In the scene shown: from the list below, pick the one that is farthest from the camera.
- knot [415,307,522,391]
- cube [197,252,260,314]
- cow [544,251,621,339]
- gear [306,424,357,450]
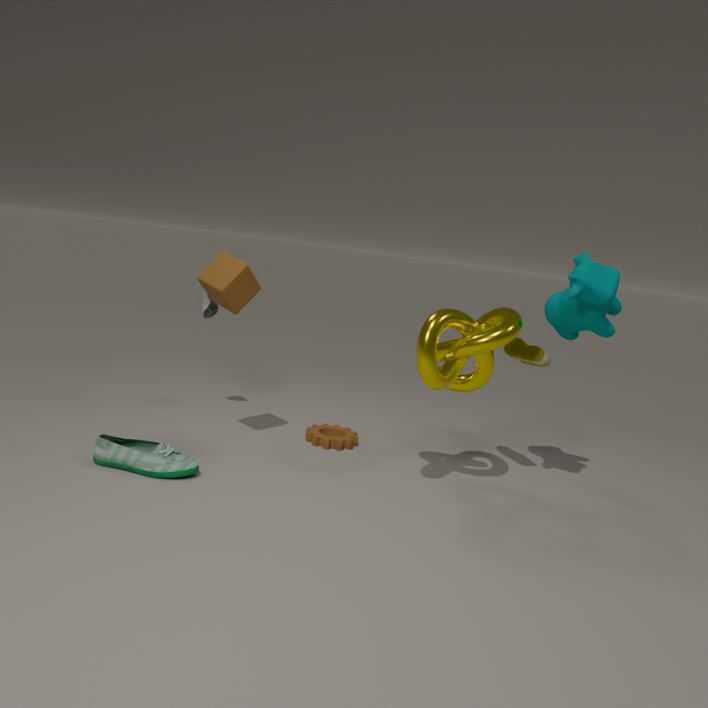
gear [306,424,357,450]
